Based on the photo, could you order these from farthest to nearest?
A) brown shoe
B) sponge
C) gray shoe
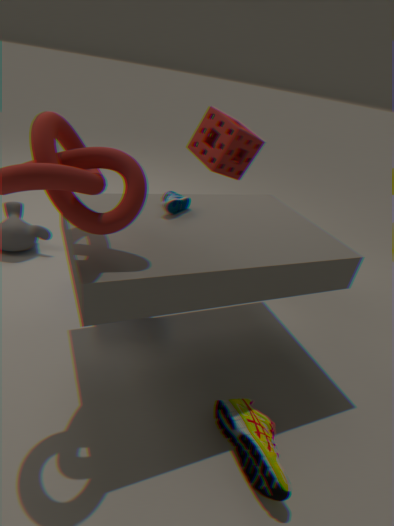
1. sponge
2. gray shoe
3. brown shoe
